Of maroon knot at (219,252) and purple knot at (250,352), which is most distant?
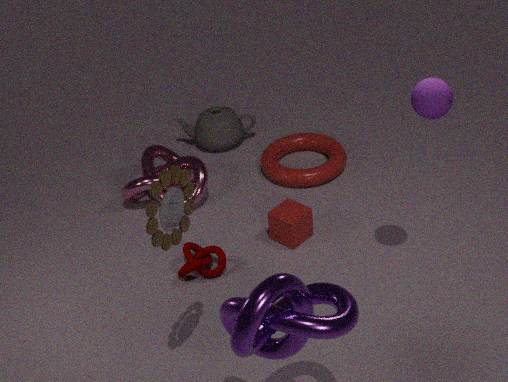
maroon knot at (219,252)
